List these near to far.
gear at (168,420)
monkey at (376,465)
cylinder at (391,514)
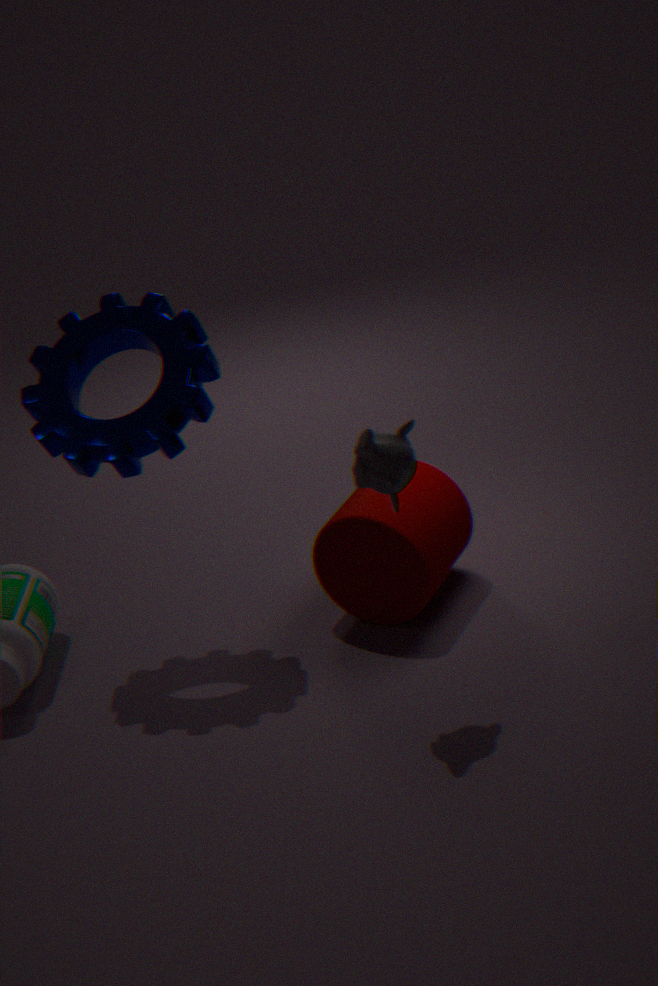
monkey at (376,465) < gear at (168,420) < cylinder at (391,514)
